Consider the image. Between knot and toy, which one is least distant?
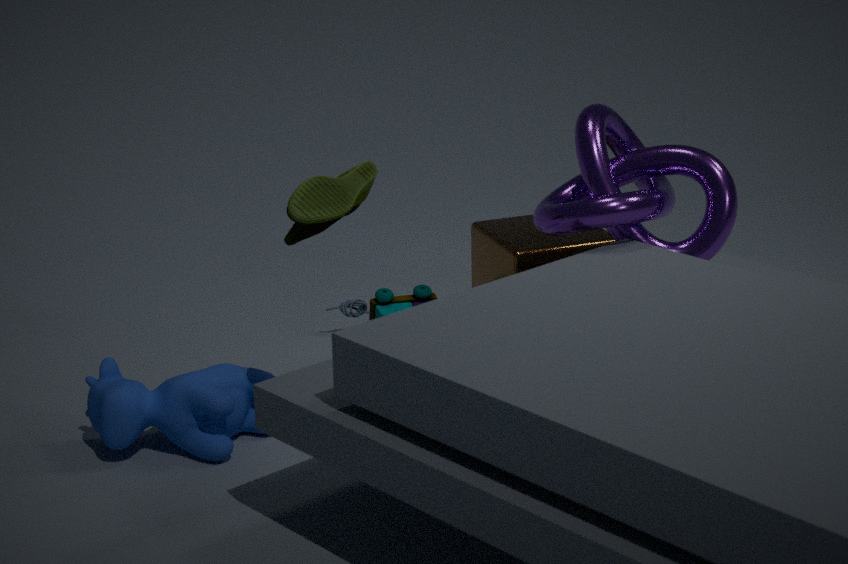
knot
